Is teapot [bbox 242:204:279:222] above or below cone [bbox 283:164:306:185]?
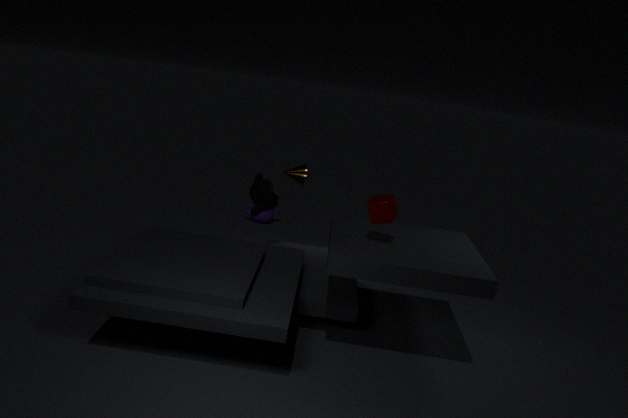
below
